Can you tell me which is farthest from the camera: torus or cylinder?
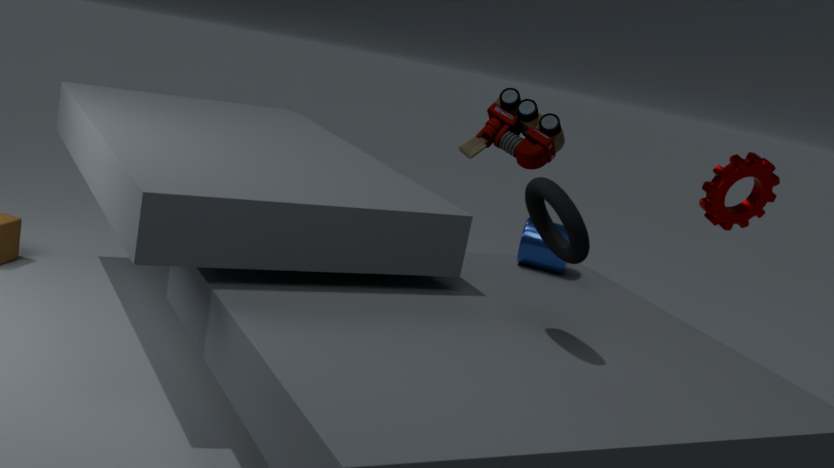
cylinder
